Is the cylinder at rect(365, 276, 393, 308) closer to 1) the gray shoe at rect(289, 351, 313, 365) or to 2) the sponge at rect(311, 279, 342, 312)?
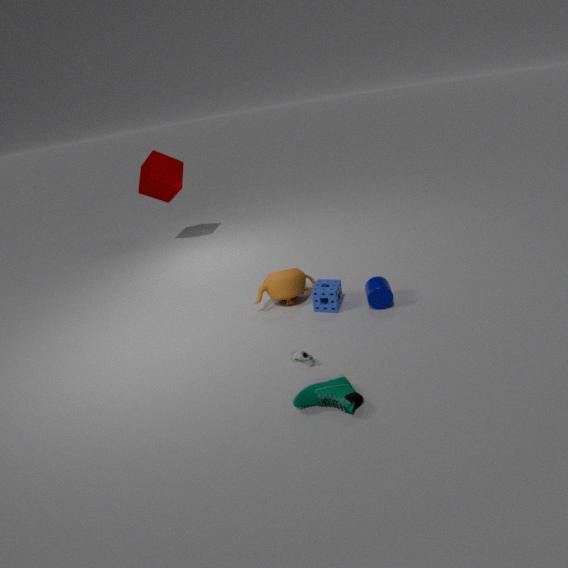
2) the sponge at rect(311, 279, 342, 312)
